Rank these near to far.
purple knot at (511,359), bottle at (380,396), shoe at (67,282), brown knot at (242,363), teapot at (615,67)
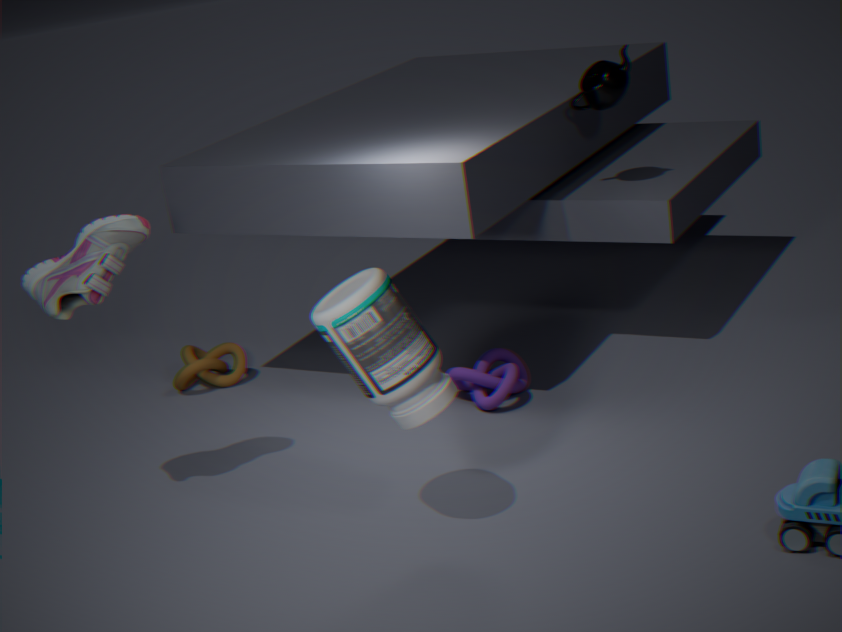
bottle at (380,396) < shoe at (67,282) < purple knot at (511,359) < teapot at (615,67) < brown knot at (242,363)
